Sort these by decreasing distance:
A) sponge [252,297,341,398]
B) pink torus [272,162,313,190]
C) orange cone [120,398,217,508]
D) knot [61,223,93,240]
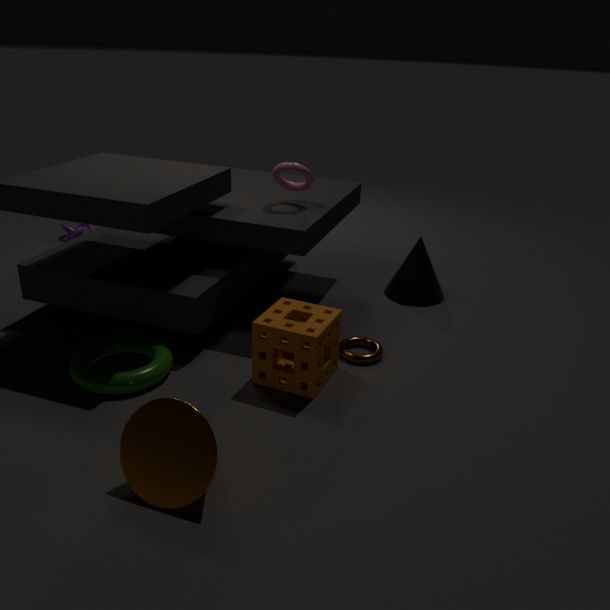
knot [61,223,93,240]
pink torus [272,162,313,190]
sponge [252,297,341,398]
orange cone [120,398,217,508]
